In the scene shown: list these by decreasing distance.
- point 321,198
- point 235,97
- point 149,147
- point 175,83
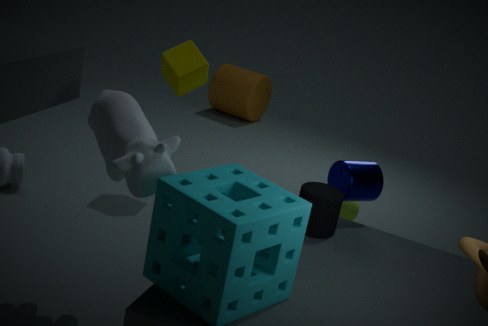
point 235,97
point 175,83
point 321,198
point 149,147
